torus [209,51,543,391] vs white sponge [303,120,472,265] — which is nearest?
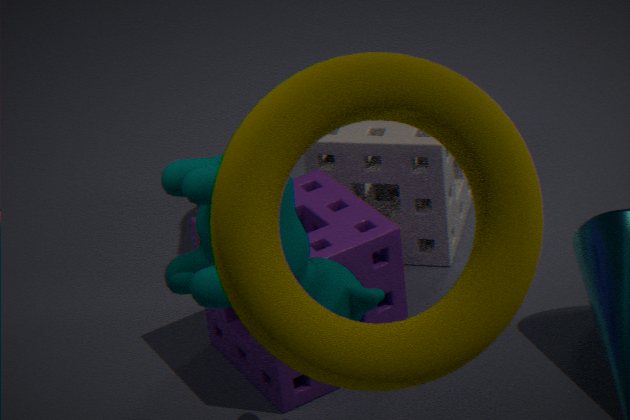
torus [209,51,543,391]
